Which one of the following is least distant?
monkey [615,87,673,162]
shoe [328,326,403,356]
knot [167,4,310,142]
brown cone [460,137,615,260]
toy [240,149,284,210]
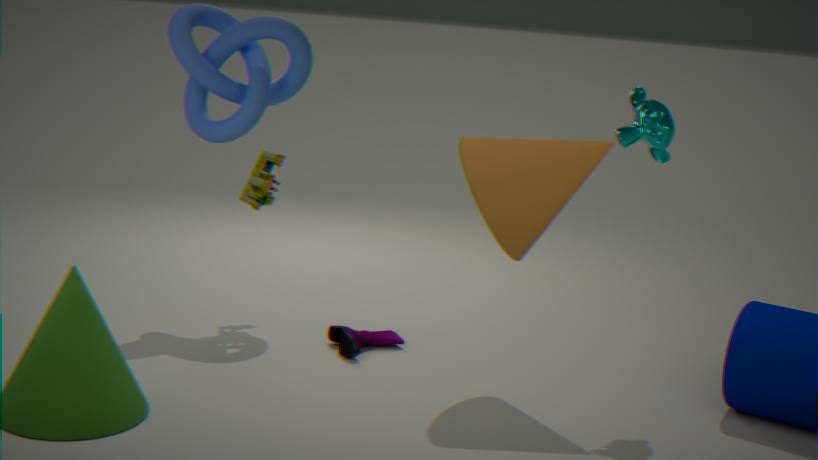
brown cone [460,137,615,260]
